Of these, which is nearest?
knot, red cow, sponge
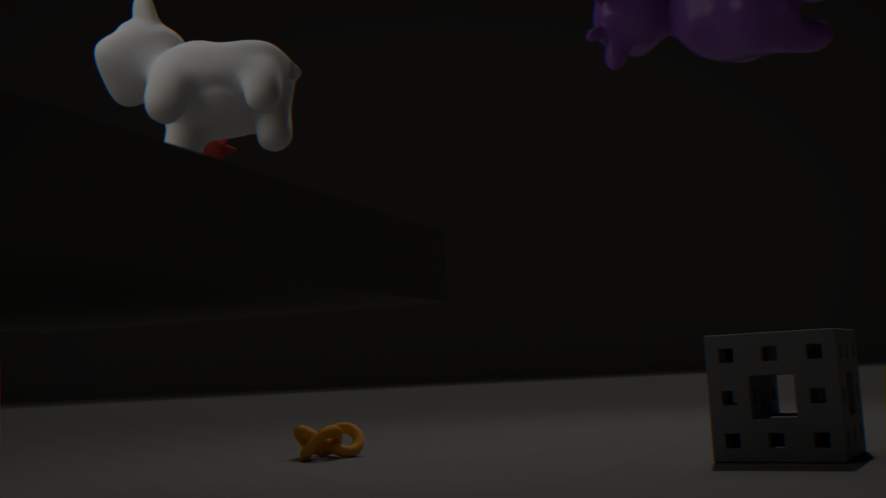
red cow
